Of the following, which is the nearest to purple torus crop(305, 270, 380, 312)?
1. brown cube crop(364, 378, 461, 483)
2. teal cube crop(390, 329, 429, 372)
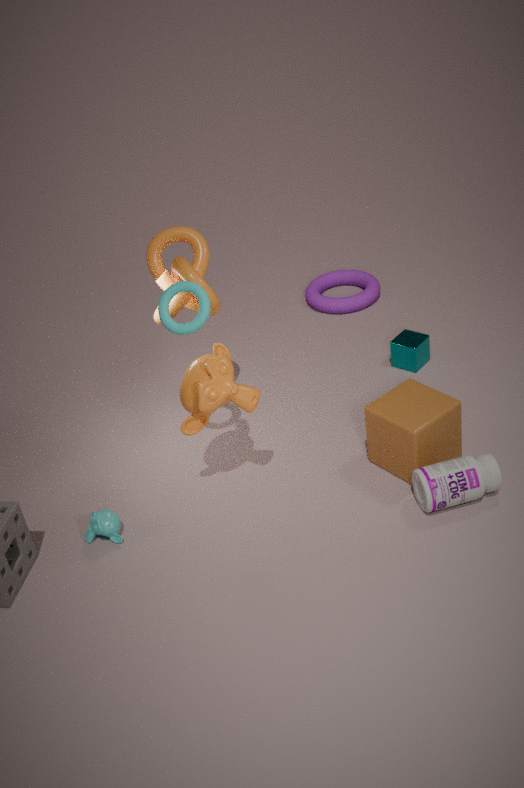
teal cube crop(390, 329, 429, 372)
